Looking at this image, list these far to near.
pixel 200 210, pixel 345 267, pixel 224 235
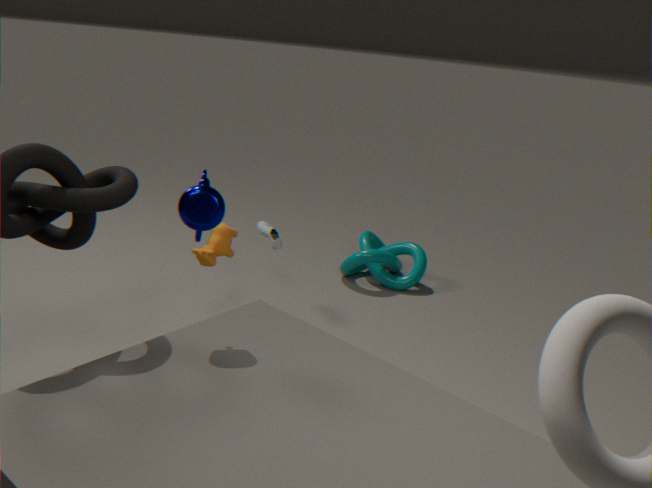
pixel 345 267
pixel 224 235
pixel 200 210
